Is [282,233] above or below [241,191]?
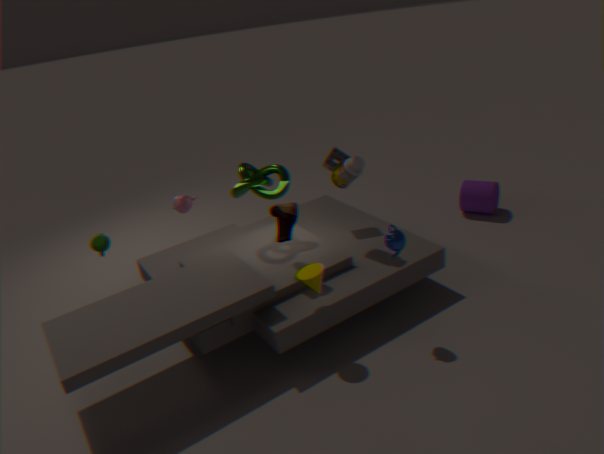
below
